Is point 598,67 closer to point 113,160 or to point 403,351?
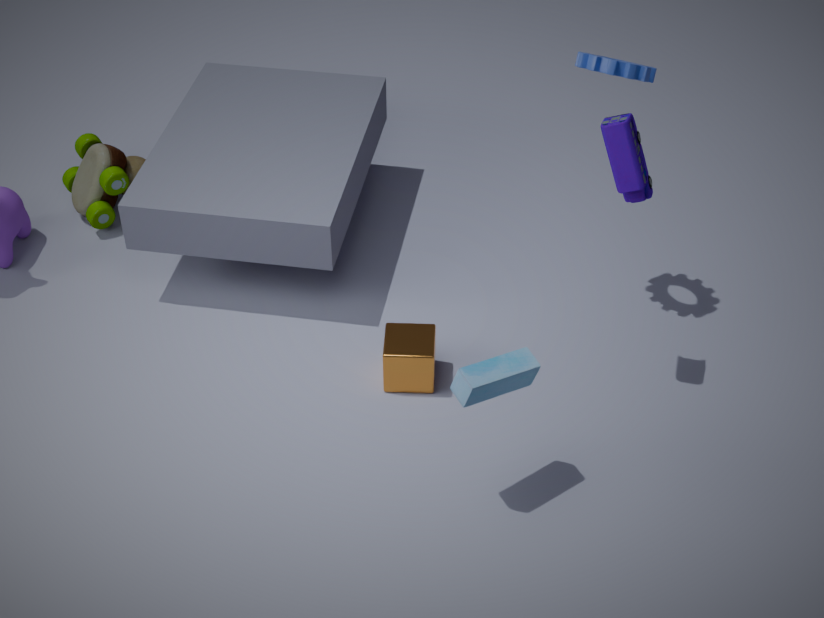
point 403,351
